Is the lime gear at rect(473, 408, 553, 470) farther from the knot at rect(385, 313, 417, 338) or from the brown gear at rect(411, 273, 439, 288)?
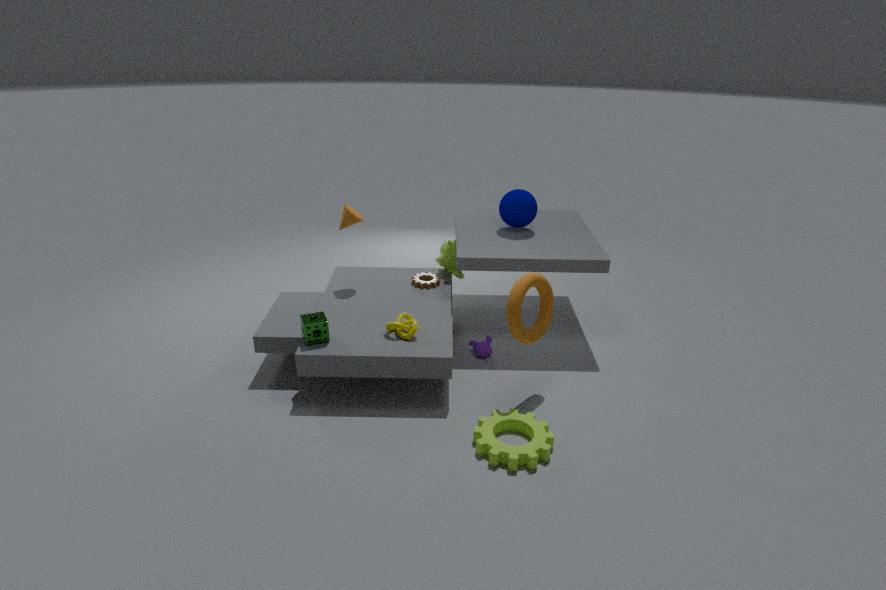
the brown gear at rect(411, 273, 439, 288)
